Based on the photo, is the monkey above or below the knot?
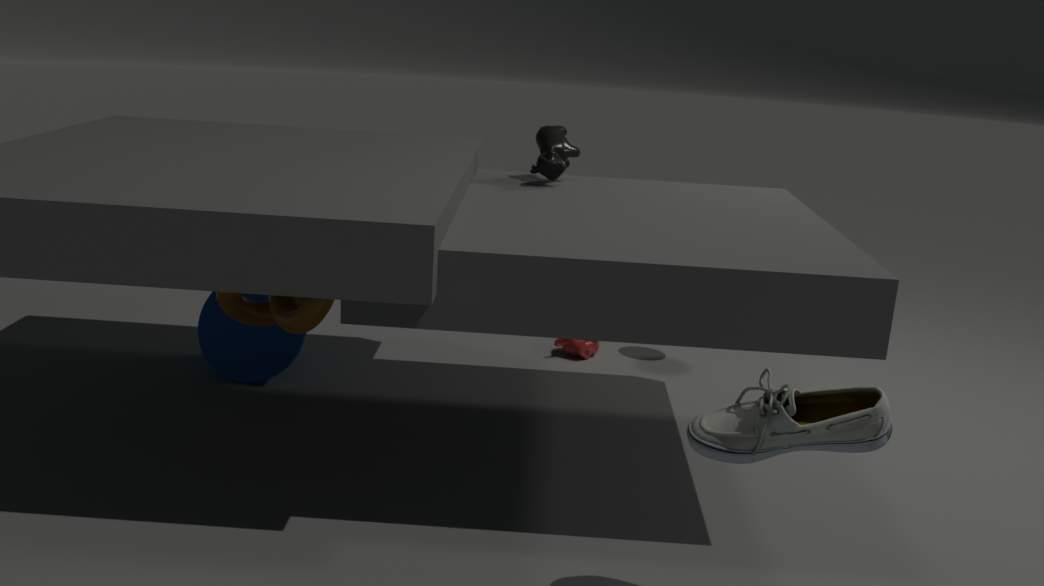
below
